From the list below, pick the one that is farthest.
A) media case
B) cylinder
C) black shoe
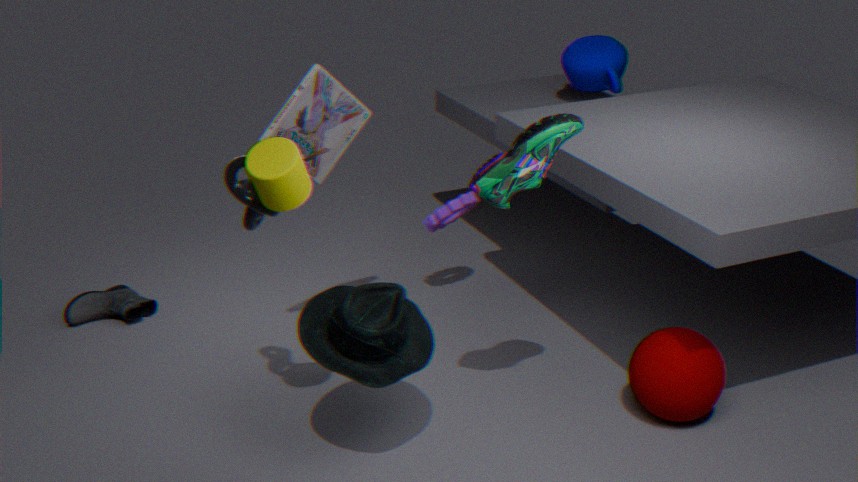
black shoe
